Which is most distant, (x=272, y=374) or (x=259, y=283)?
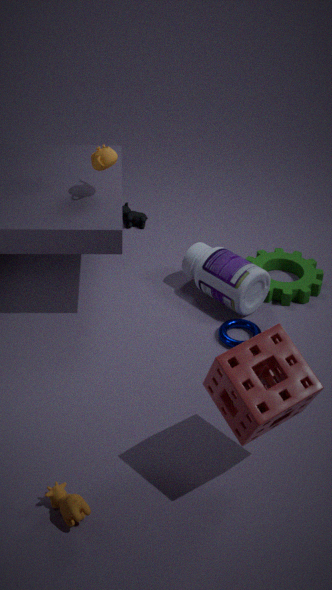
(x=259, y=283)
